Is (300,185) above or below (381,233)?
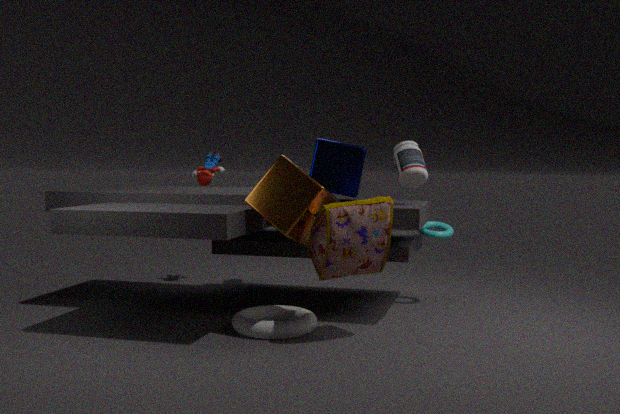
above
